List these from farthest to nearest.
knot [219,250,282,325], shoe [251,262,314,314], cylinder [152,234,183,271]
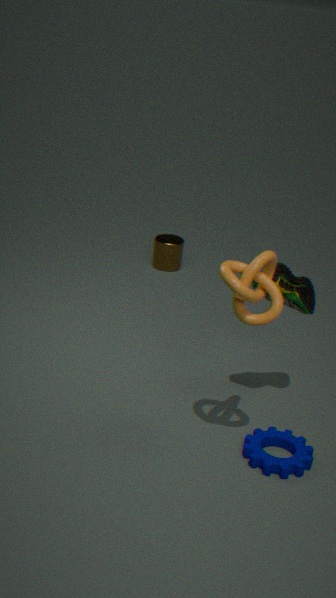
cylinder [152,234,183,271]
shoe [251,262,314,314]
knot [219,250,282,325]
